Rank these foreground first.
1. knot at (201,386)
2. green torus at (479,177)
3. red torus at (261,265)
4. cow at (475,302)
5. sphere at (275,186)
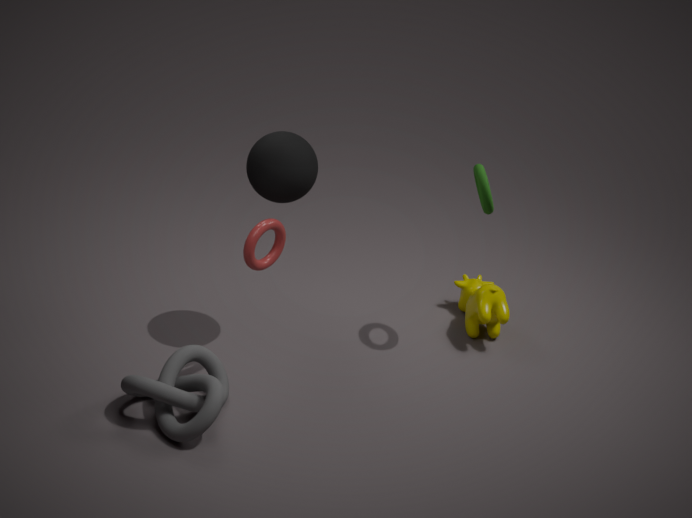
knot at (201,386), red torus at (261,265), sphere at (275,186), green torus at (479,177), cow at (475,302)
